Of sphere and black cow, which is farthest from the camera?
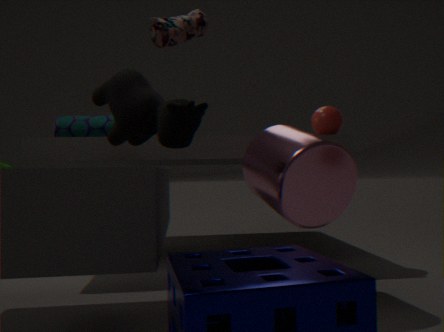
sphere
